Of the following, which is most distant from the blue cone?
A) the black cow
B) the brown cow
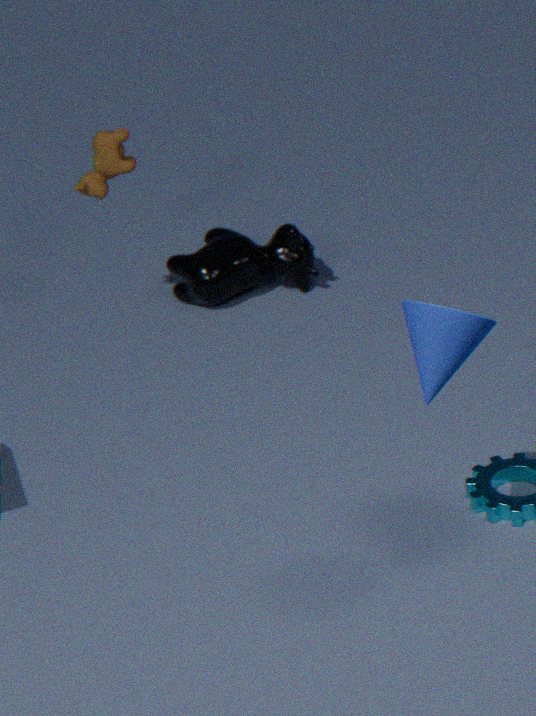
the brown cow
